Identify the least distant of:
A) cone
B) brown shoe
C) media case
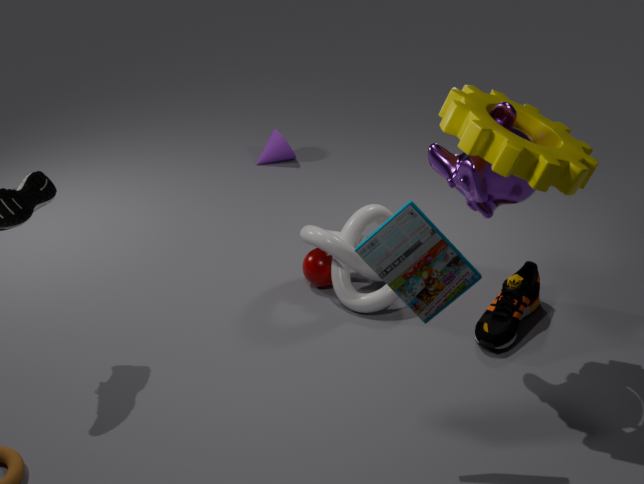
media case
